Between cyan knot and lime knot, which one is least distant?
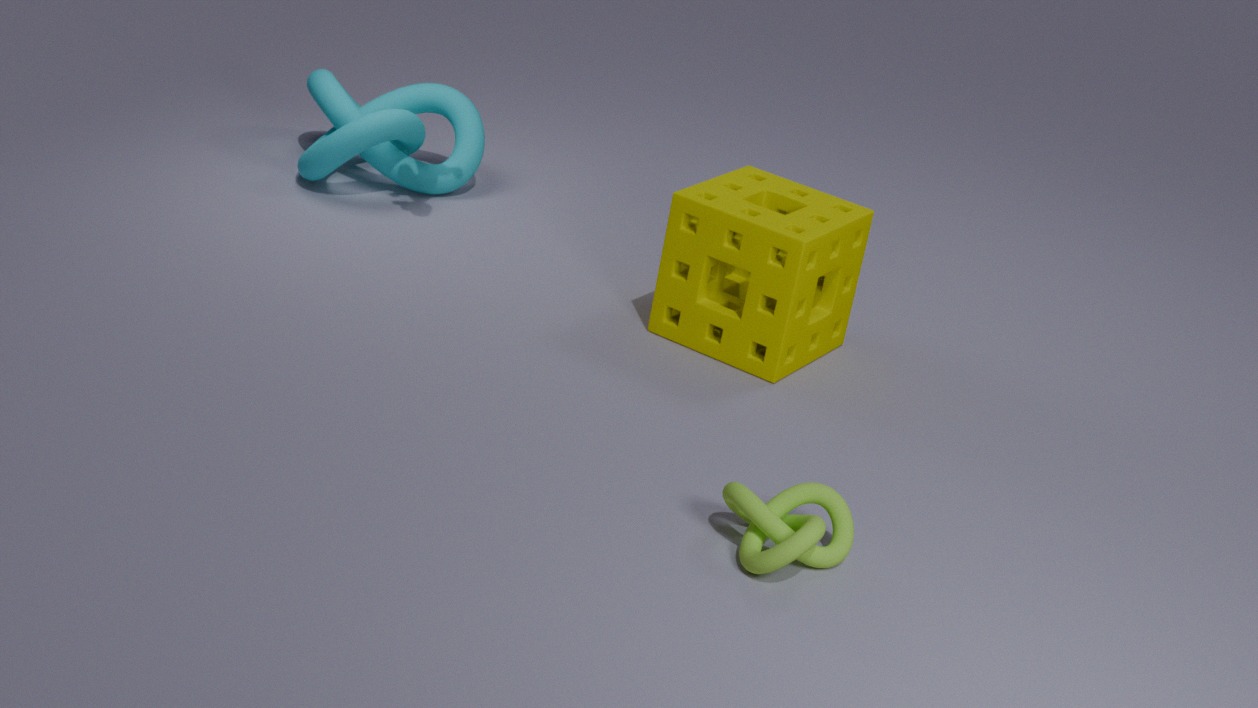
lime knot
